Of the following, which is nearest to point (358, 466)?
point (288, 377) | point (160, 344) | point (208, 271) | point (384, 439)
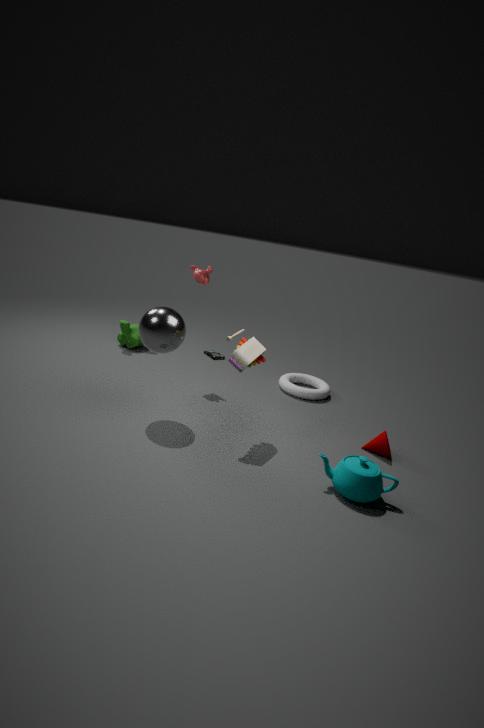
point (384, 439)
